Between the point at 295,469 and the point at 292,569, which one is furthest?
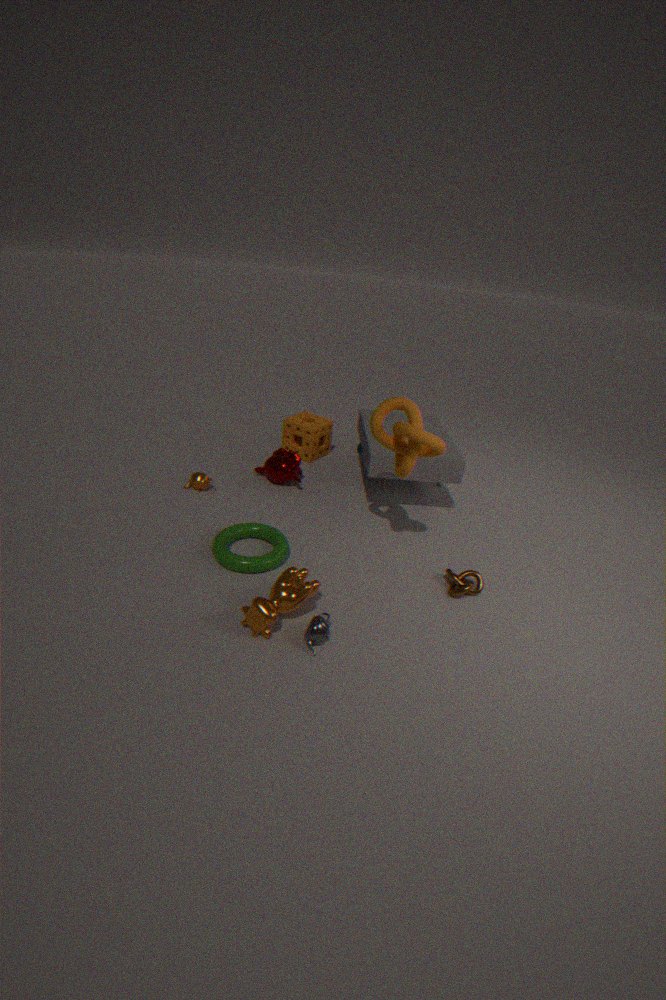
the point at 295,469
